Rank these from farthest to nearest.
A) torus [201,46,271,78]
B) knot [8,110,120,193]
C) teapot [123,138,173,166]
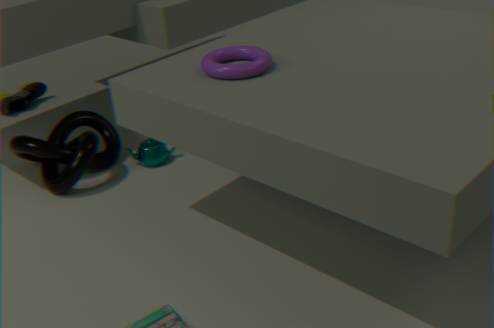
teapot [123,138,173,166] < knot [8,110,120,193] < torus [201,46,271,78]
